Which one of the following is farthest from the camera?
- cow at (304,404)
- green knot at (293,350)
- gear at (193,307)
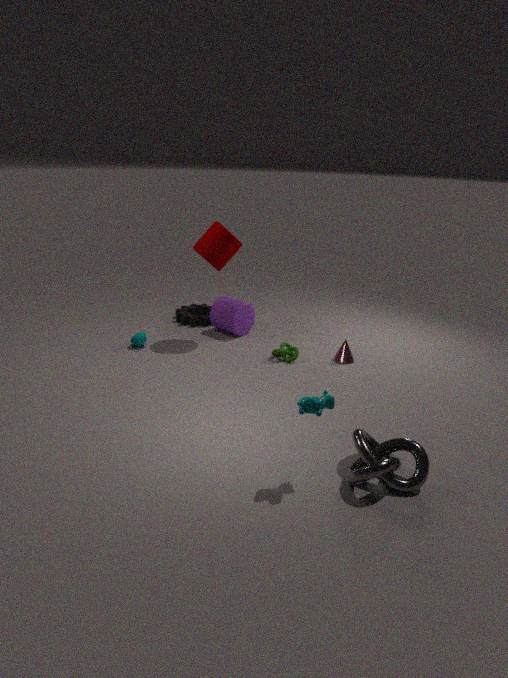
gear at (193,307)
